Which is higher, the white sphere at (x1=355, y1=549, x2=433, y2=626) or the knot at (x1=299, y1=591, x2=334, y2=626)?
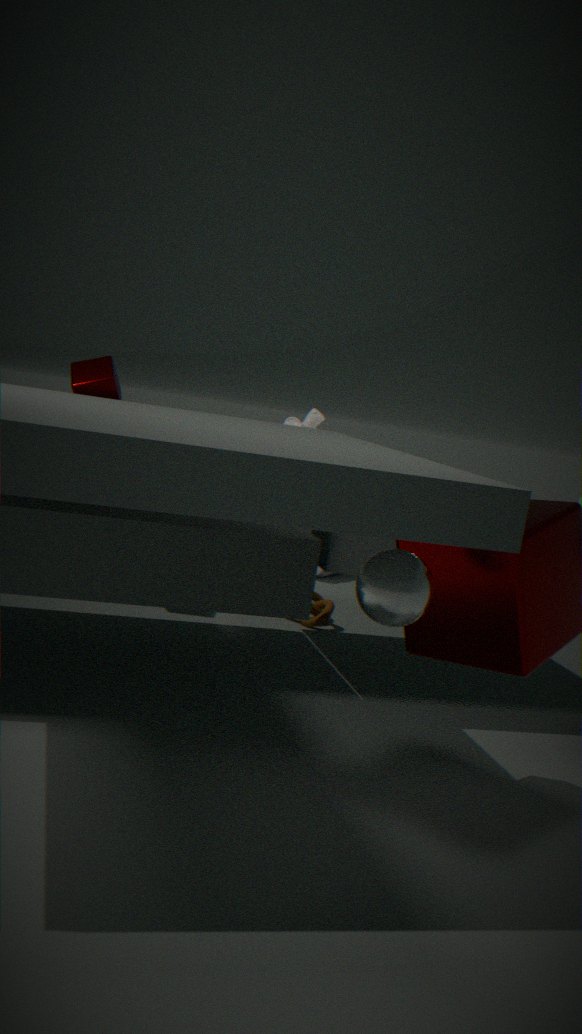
the white sphere at (x1=355, y1=549, x2=433, y2=626)
